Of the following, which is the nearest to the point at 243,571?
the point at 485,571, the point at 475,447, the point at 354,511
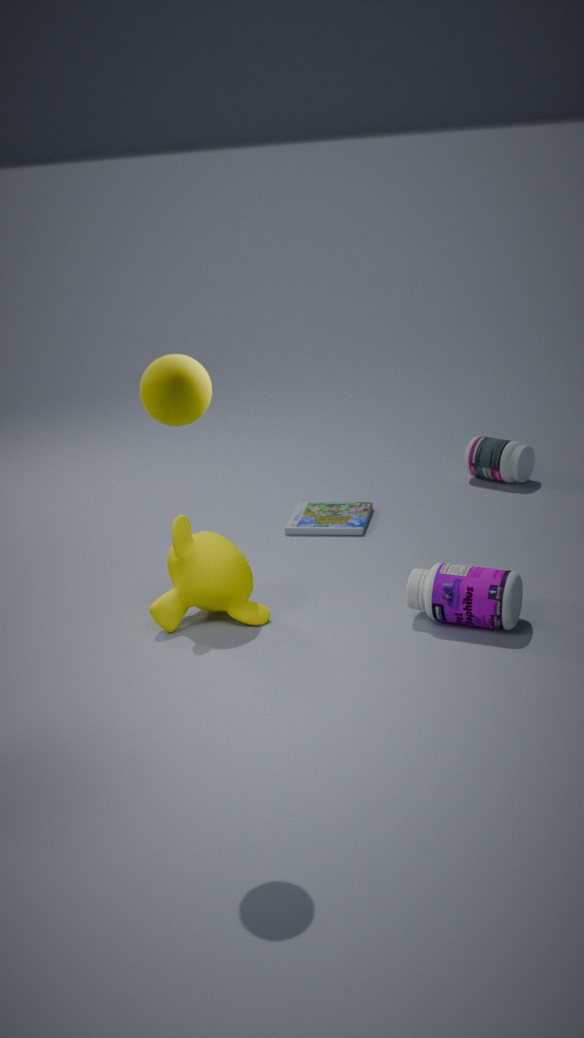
the point at 485,571
